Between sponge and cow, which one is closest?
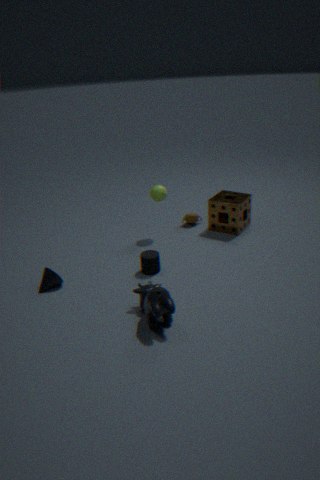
cow
